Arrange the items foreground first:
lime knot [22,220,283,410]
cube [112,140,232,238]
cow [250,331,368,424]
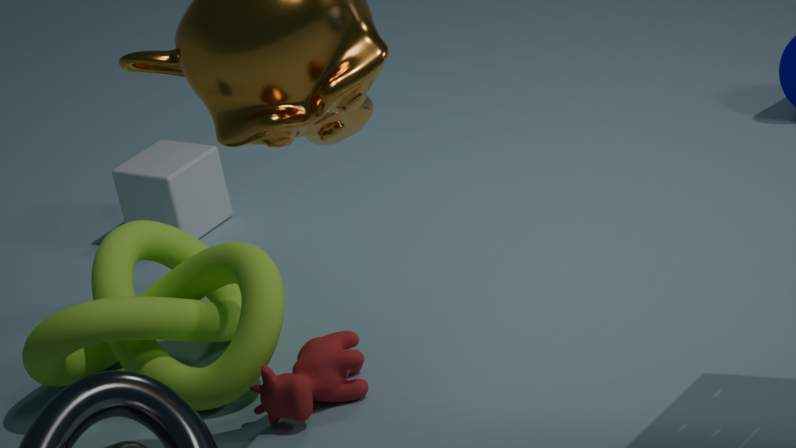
cow [250,331,368,424] < lime knot [22,220,283,410] < cube [112,140,232,238]
